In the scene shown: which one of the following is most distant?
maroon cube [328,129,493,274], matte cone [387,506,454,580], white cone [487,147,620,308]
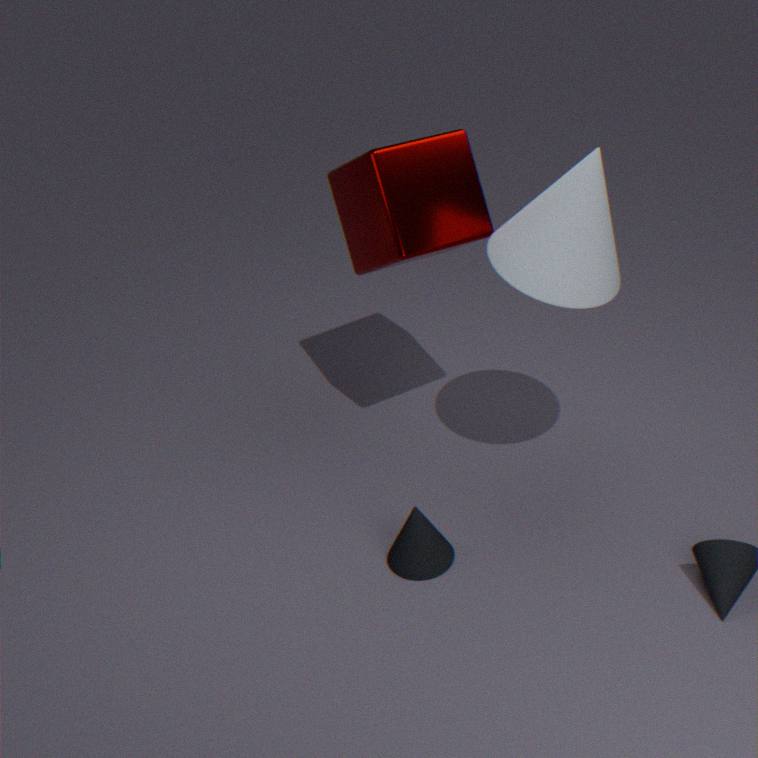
maroon cube [328,129,493,274]
